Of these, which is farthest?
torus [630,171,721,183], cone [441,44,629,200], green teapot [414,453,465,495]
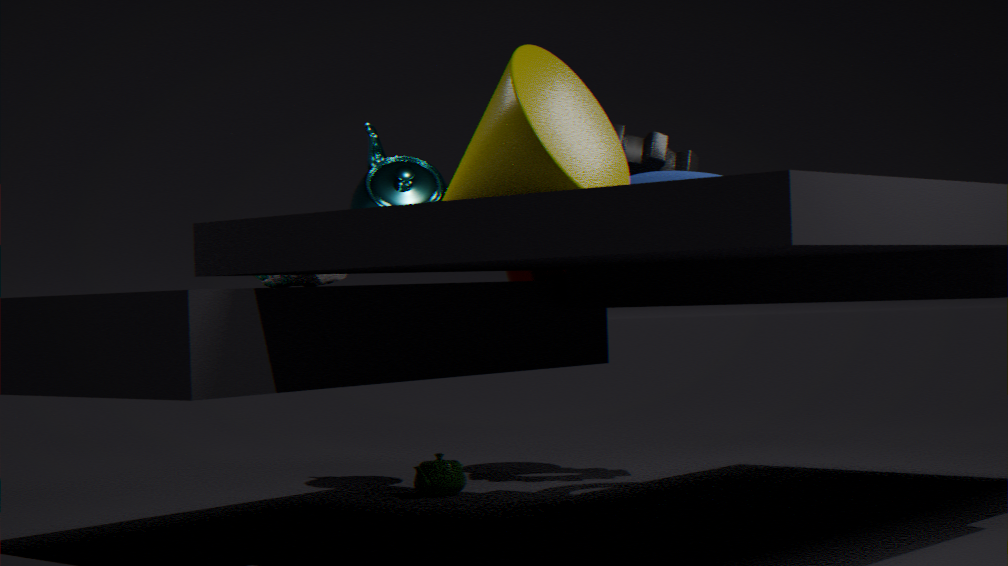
green teapot [414,453,465,495]
